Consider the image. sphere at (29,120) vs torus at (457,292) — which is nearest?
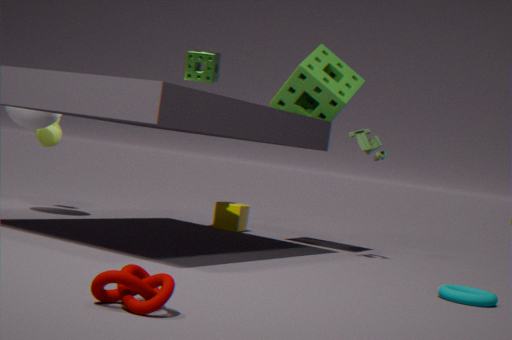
torus at (457,292)
